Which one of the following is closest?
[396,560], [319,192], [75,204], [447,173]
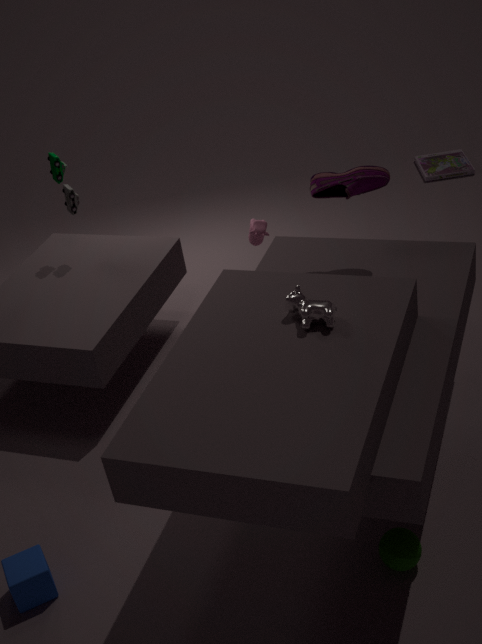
[396,560]
